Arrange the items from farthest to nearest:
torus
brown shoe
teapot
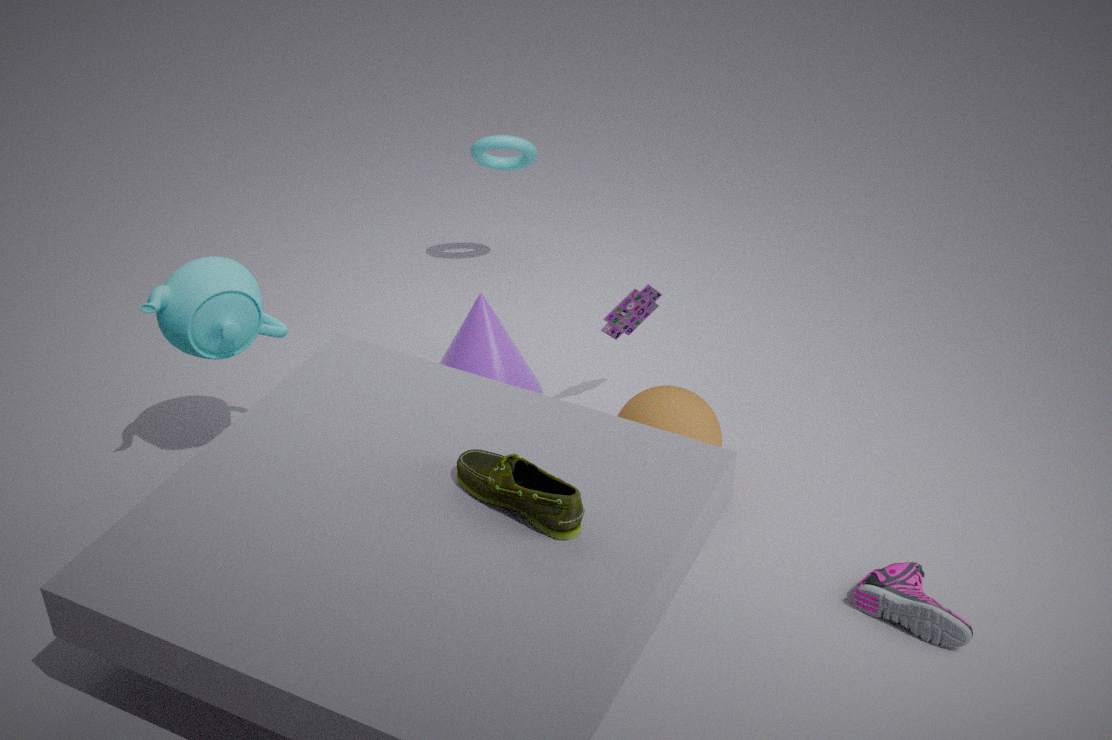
torus < teapot < brown shoe
